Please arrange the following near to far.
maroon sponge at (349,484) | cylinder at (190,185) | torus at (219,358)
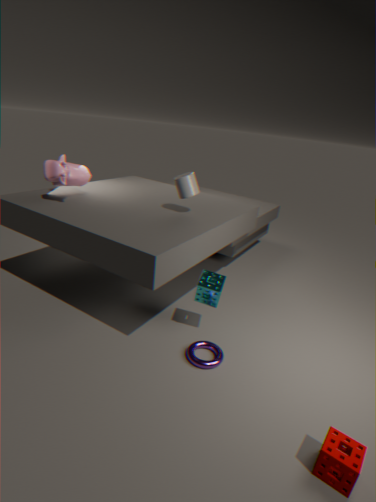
1. maroon sponge at (349,484)
2. torus at (219,358)
3. cylinder at (190,185)
